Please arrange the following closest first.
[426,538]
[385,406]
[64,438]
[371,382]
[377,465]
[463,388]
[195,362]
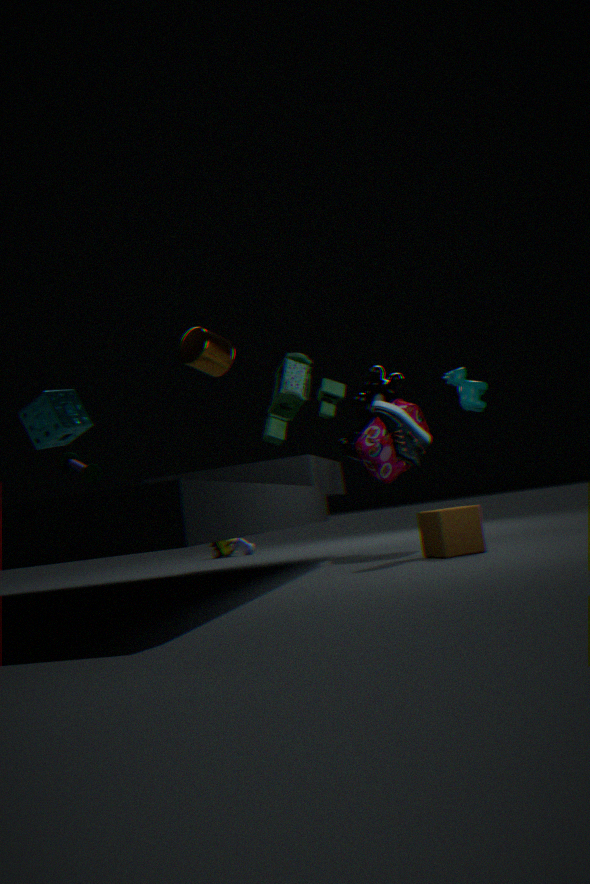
[426,538] < [385,406] < [64,438] < [195,362] < [377,465] < [463,388] < [371,382]
